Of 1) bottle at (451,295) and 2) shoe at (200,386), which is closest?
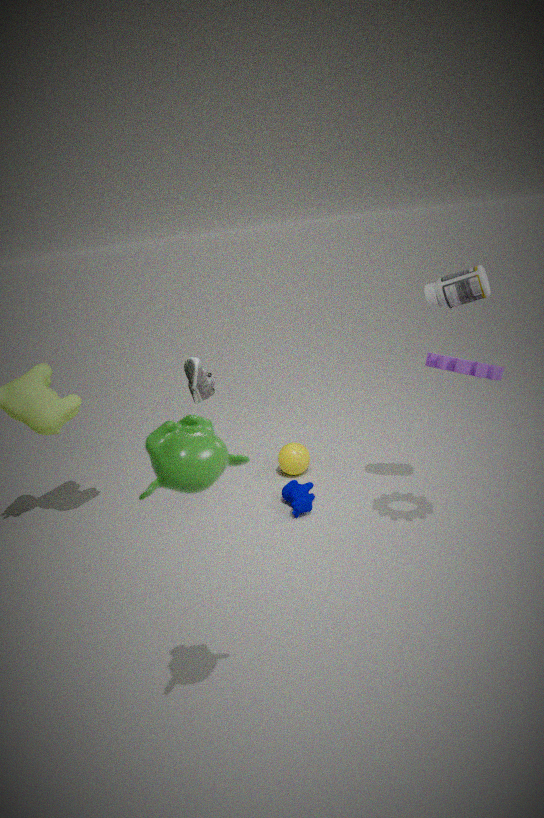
1. bottle at (451,295)
